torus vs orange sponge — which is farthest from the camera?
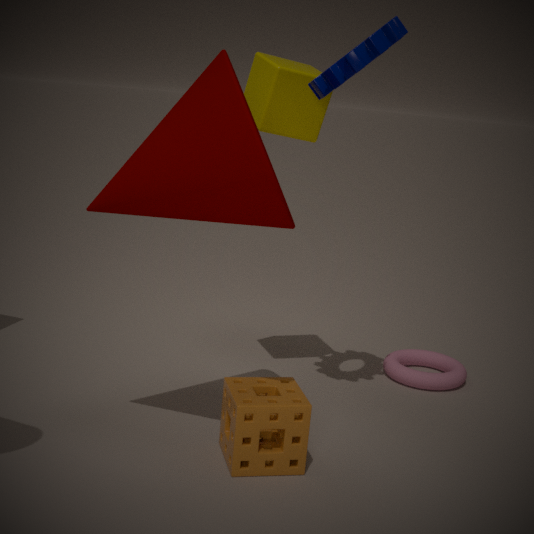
torus
